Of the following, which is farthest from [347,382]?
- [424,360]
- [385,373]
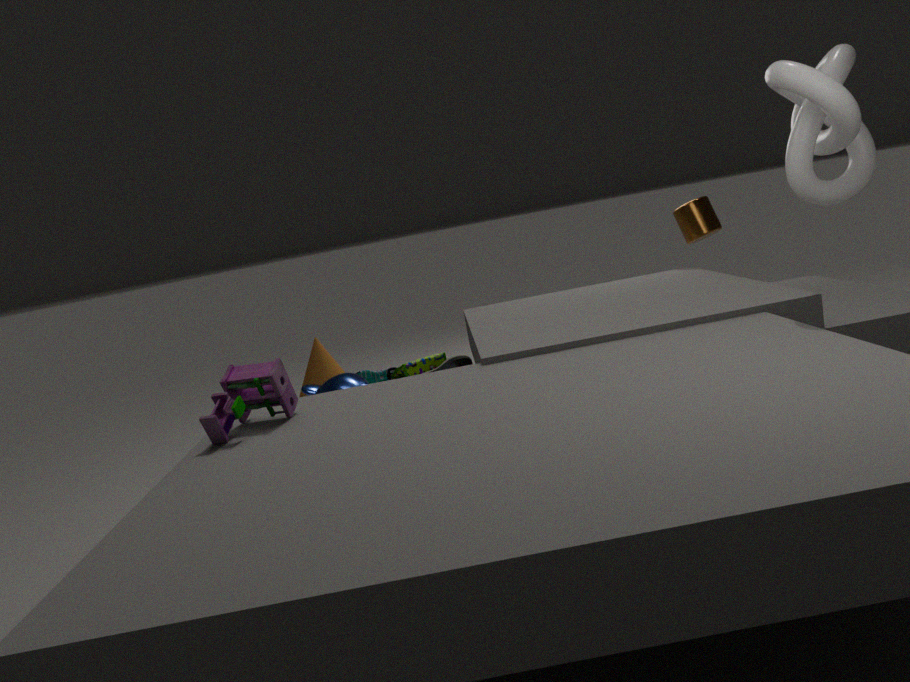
[385,373]
